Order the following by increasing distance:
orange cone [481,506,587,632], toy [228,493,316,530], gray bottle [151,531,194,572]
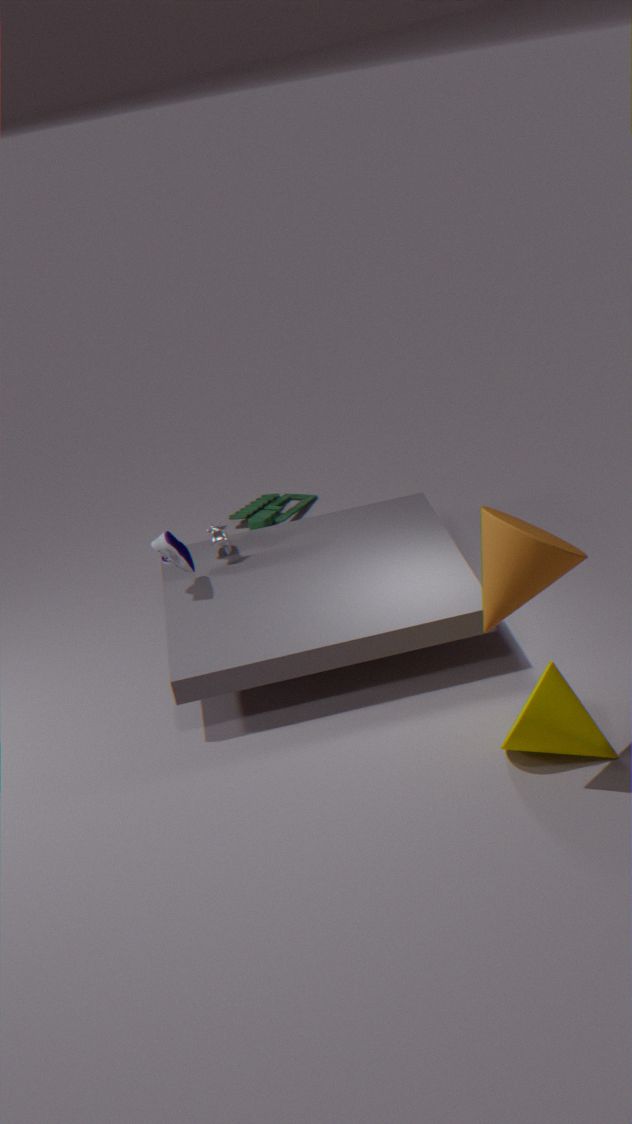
orange cone [481,506,587,632], gray bottle [151,531,194,572], toy [228,493,316,530]
